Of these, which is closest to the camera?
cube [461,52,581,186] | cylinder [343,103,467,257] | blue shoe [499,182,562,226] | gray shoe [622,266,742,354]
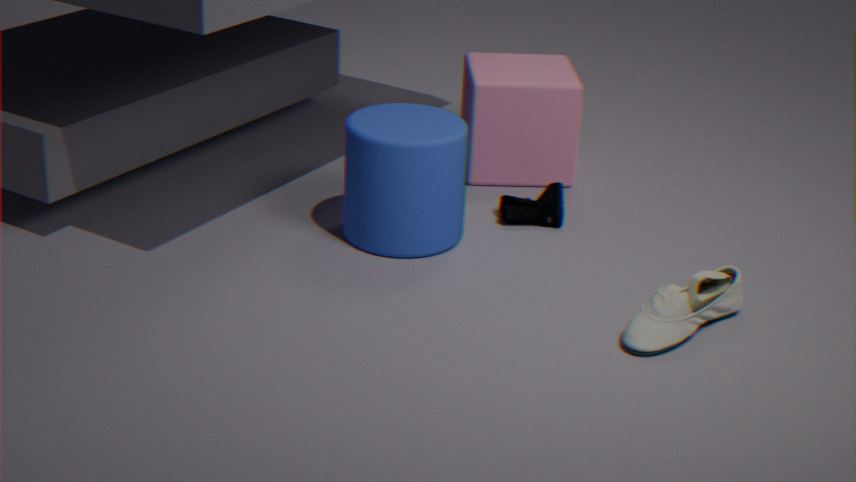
gray shoe [622,266,742,354]
